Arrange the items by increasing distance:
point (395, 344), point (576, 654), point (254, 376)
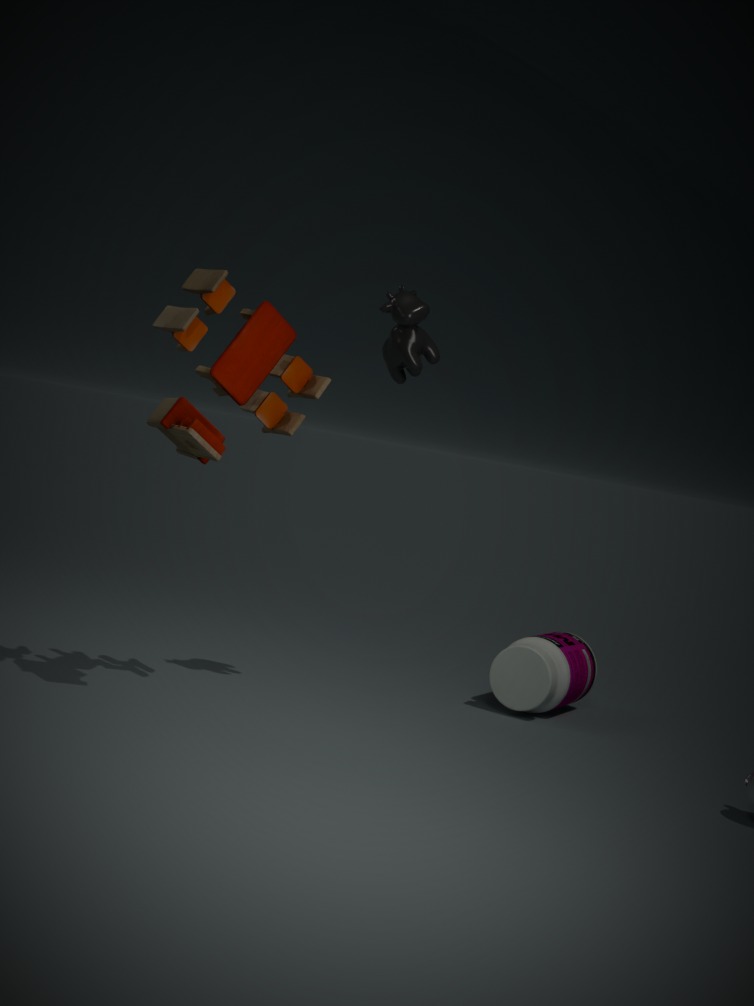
point (254, 376)
point (395, 344)
point (576, 654)
